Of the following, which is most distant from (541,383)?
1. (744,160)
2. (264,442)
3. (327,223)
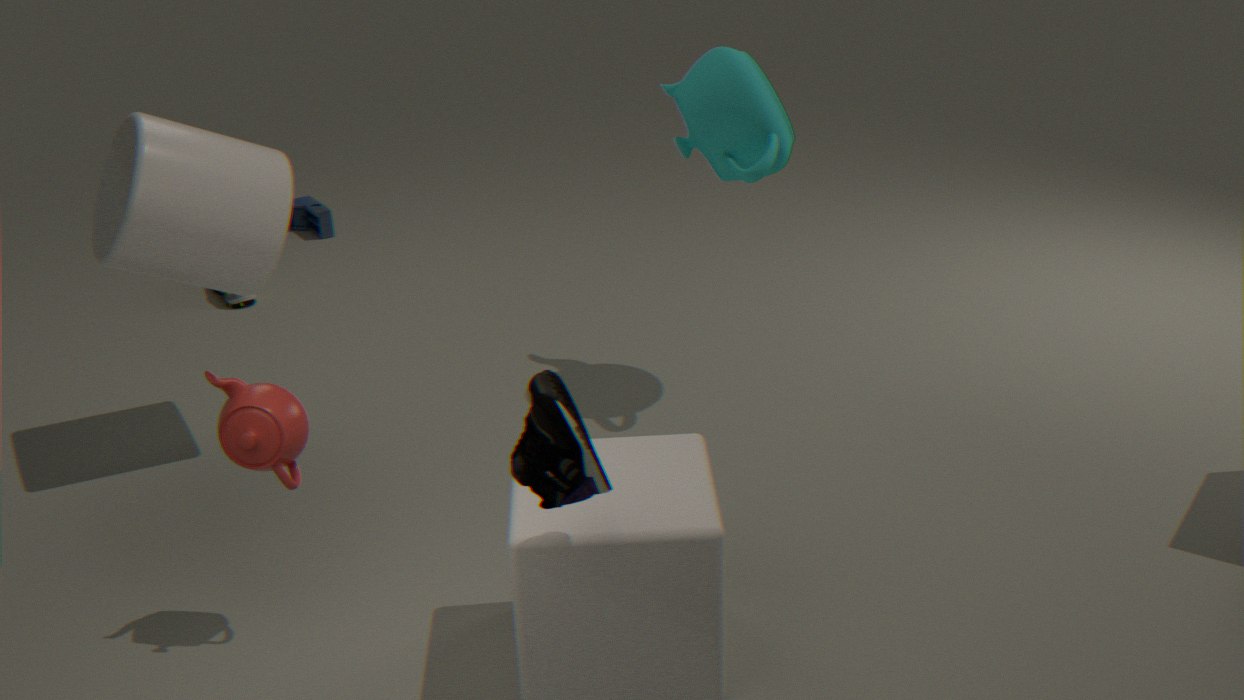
(327,223)
